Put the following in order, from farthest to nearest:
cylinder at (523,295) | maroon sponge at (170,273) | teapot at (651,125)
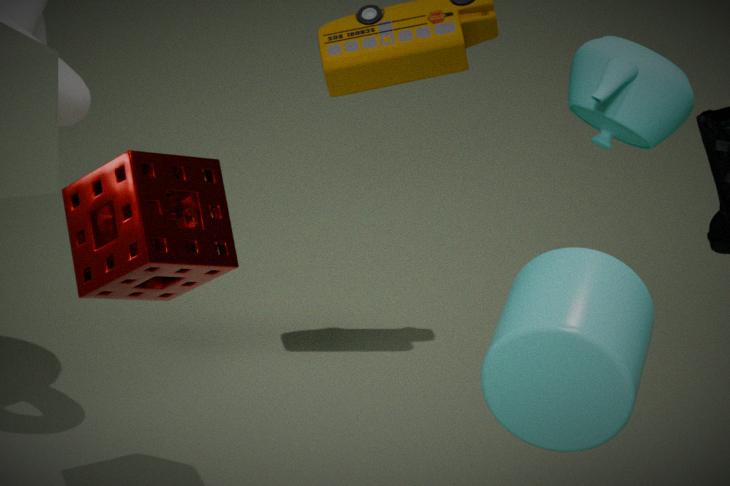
1. maroon sponge at (170,273)
2. teapot at (651,125)
3. cylinder at (523,295)
